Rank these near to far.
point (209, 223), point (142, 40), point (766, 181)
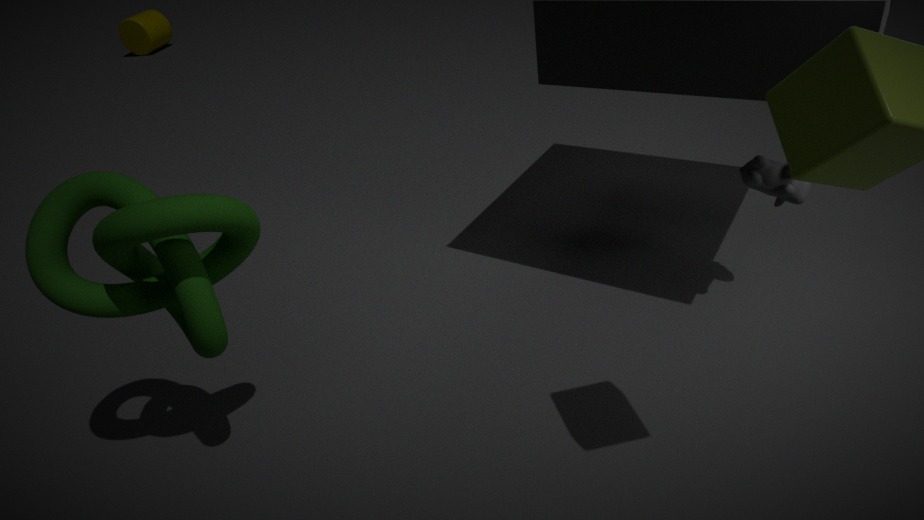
point (209, 223) → point (766, 181) → point (142, 40)
